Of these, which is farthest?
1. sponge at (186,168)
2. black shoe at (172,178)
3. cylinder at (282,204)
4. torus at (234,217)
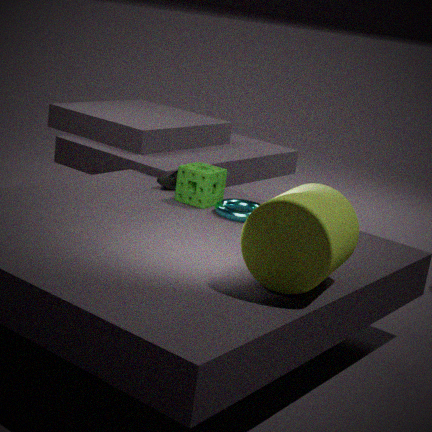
black shoe at (172,178)
